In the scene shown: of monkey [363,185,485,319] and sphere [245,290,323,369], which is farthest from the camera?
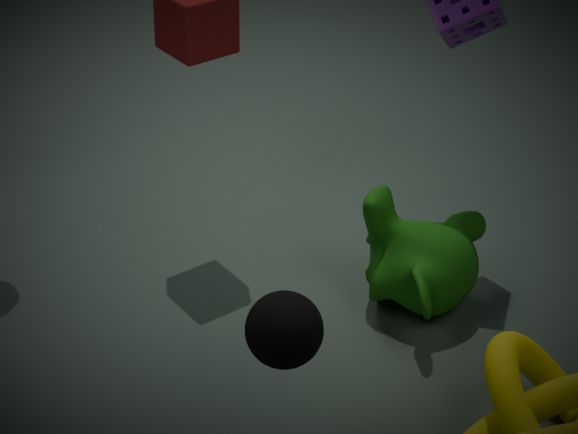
monkey [363,185,485,319]
